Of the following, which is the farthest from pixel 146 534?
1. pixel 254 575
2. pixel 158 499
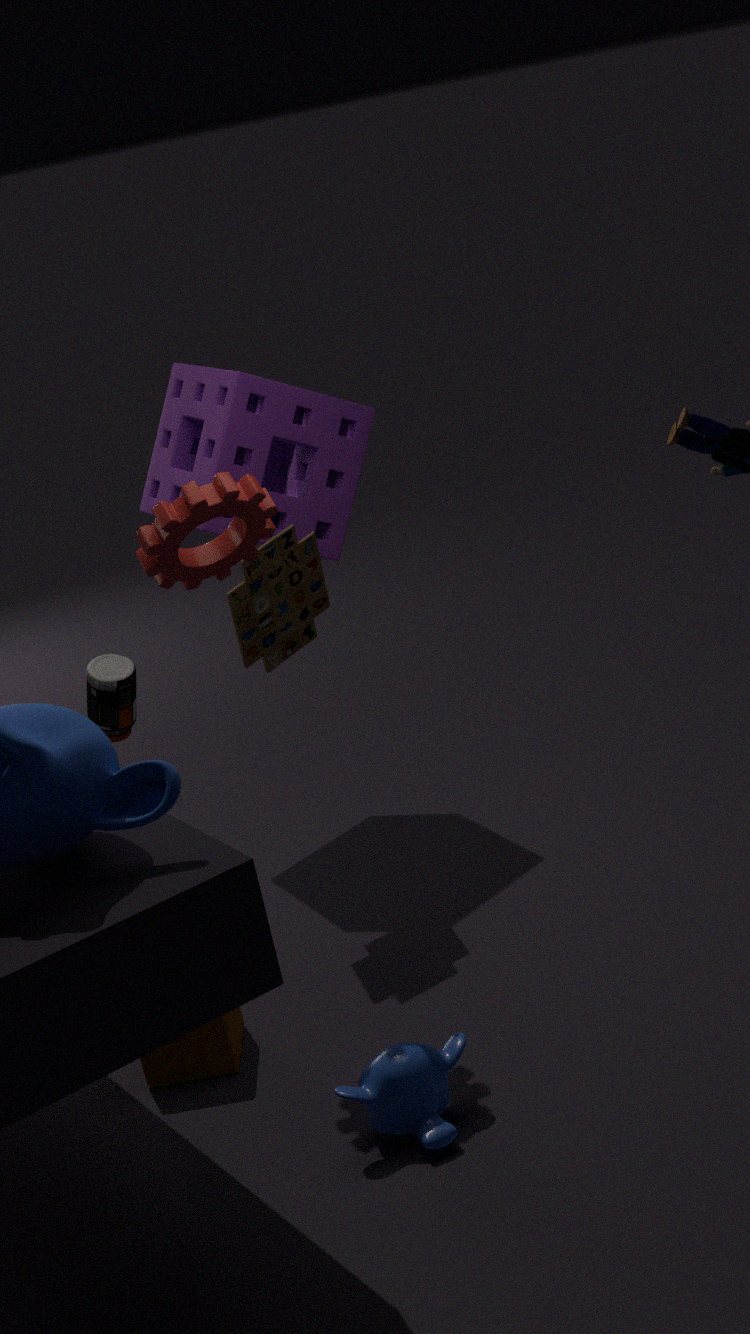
pixel 158 499
